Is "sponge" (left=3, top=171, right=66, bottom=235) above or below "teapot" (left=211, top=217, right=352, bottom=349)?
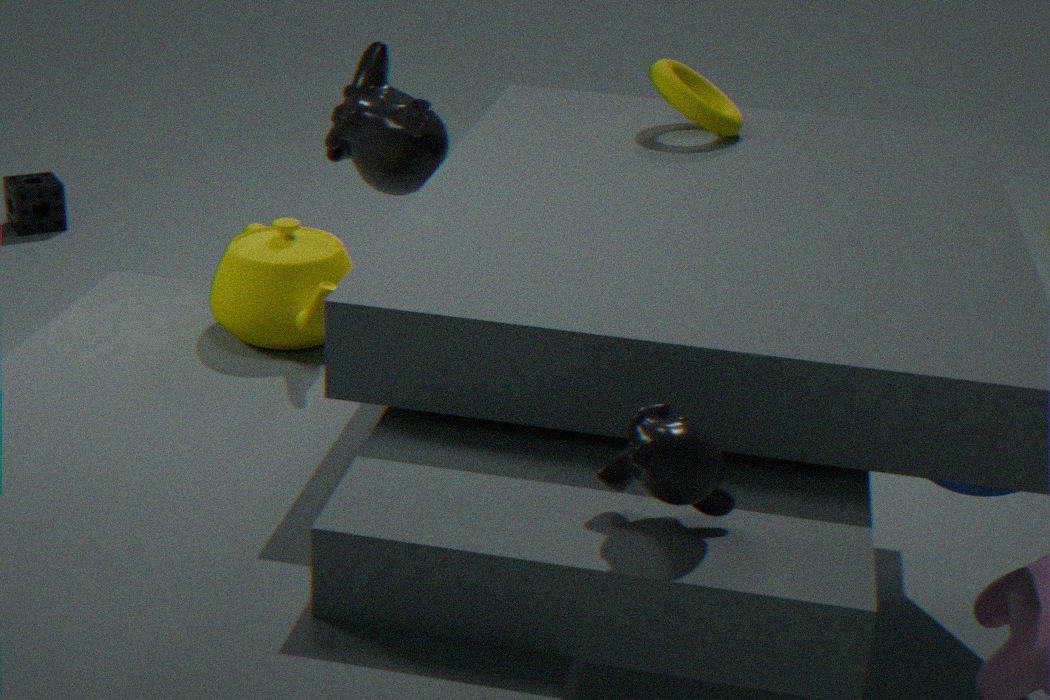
below
